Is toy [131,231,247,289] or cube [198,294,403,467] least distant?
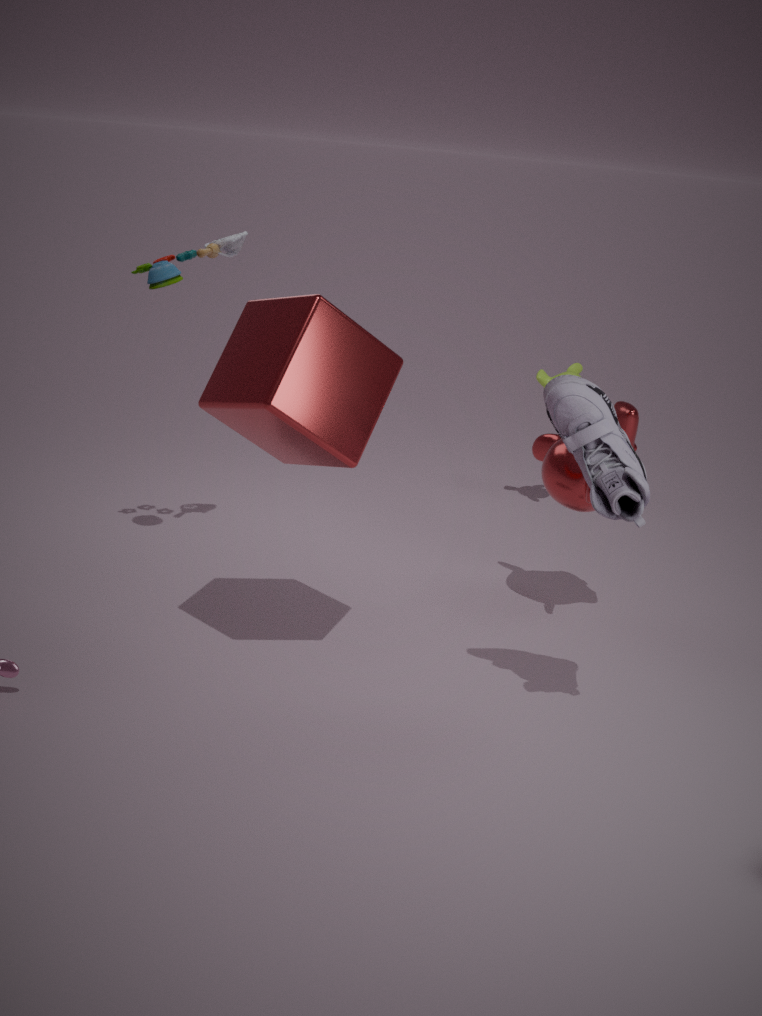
cube [198,294,403,467]
